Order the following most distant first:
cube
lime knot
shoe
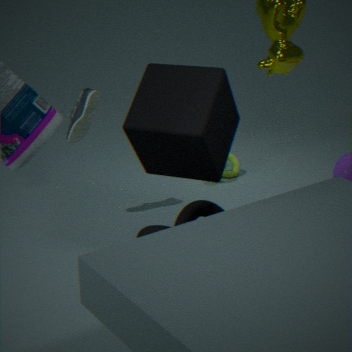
lime knot, shoe, cube
